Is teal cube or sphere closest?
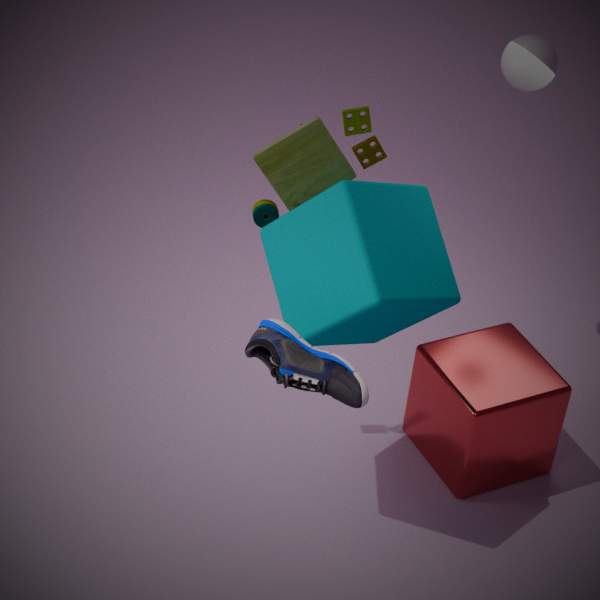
teal cube
